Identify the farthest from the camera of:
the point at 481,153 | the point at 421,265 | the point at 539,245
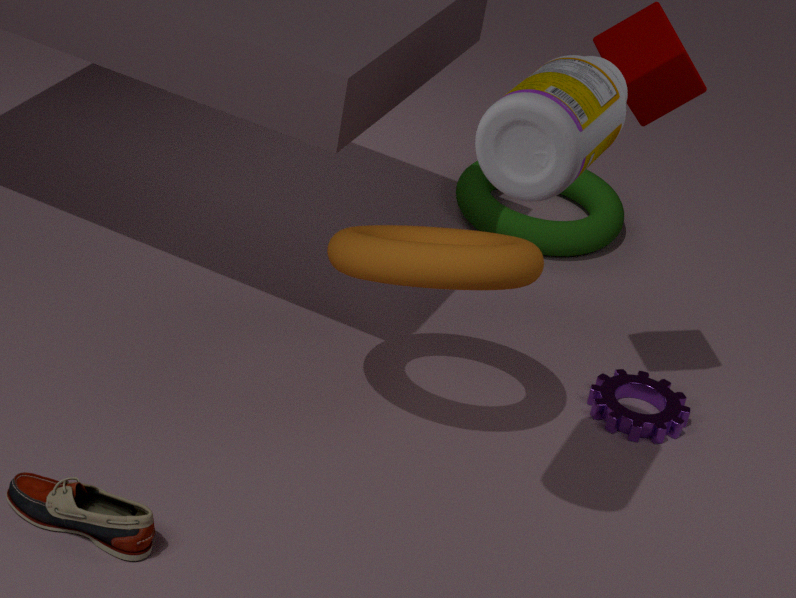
the point at 539,245
